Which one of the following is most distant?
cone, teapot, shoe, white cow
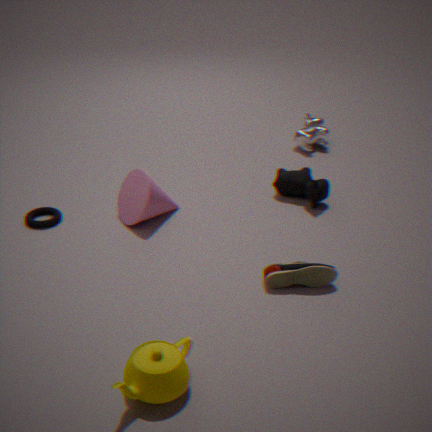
white cow
